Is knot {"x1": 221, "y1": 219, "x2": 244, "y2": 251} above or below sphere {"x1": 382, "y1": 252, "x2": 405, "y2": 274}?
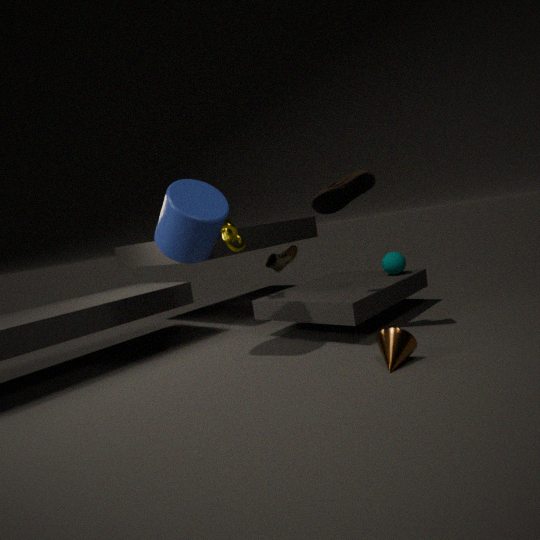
above
